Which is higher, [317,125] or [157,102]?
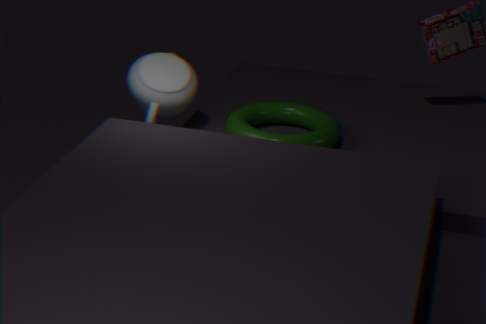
[157,102]
